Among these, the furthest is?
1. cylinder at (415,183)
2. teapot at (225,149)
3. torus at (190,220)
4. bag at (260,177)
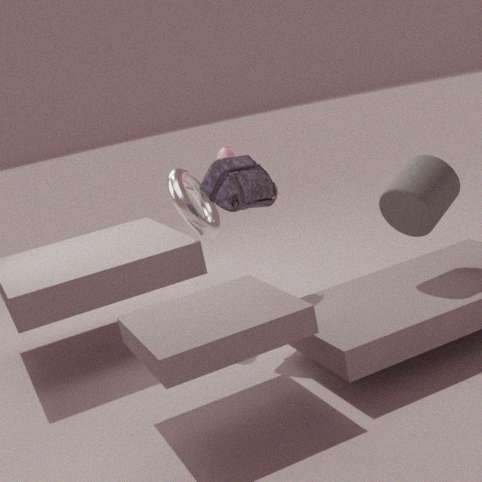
teapot at (225,149)
